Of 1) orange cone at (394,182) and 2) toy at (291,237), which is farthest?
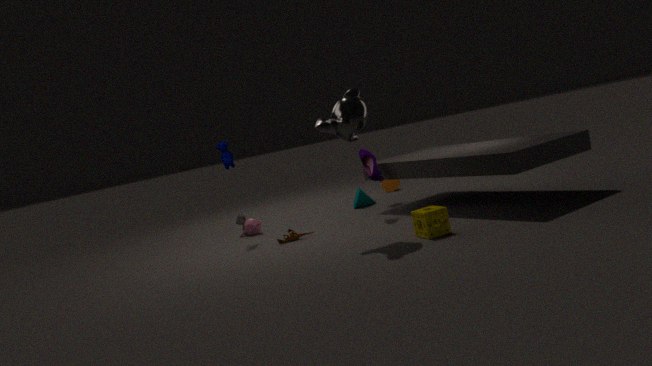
1. orange cone at (394,182)
